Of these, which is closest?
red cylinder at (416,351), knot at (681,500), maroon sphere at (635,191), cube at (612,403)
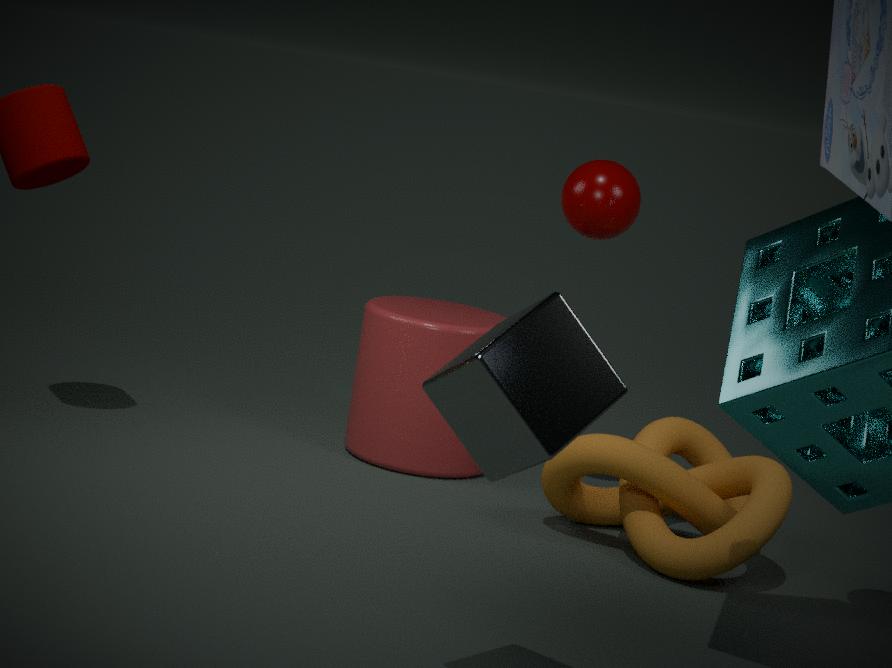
cube at (612,403)
